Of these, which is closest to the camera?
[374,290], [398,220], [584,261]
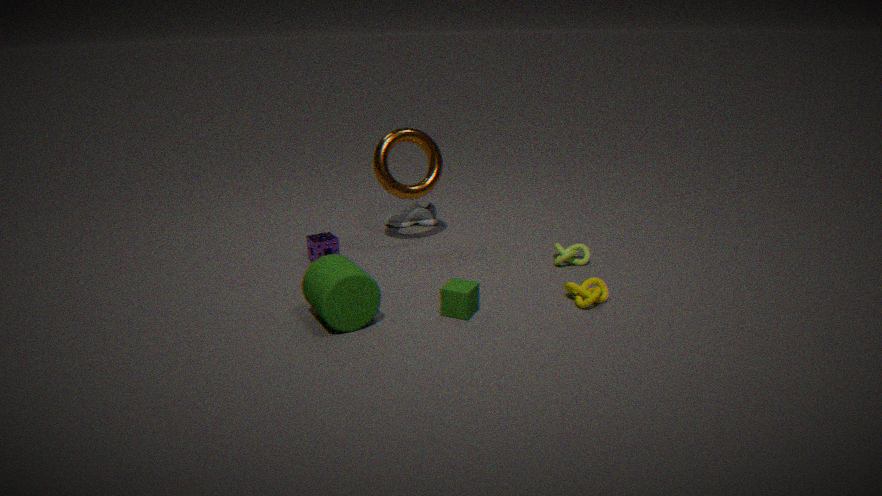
[374,290]
